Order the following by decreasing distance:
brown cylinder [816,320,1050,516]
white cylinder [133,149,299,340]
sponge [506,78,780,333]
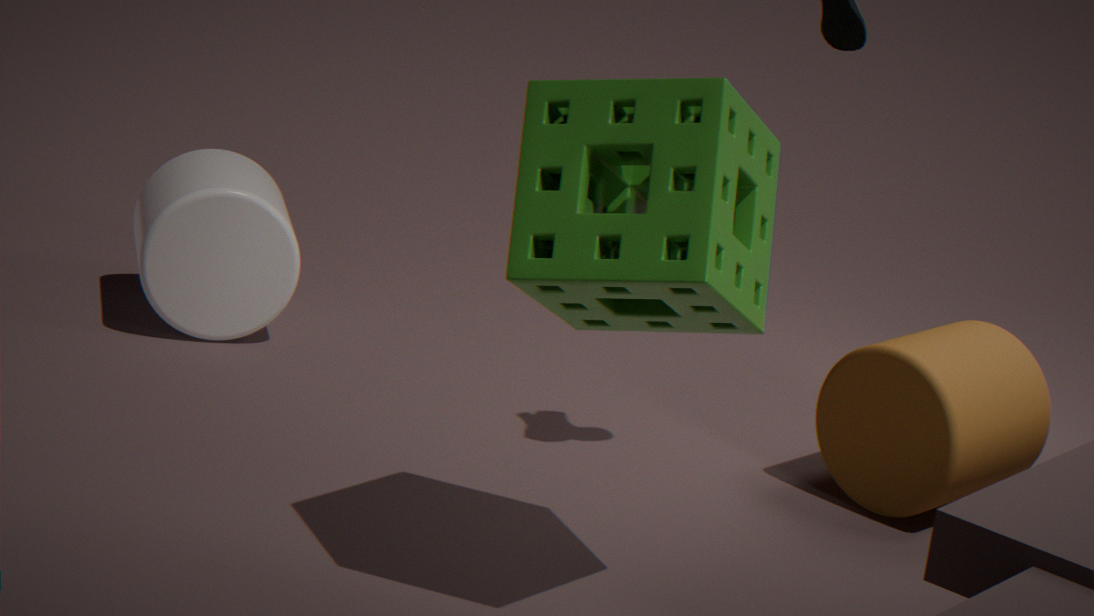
1. white cylinder [133,149,299,340]
2. brown cylinder [816,320,1050,516]
3. sponge [506,78,780,333]
